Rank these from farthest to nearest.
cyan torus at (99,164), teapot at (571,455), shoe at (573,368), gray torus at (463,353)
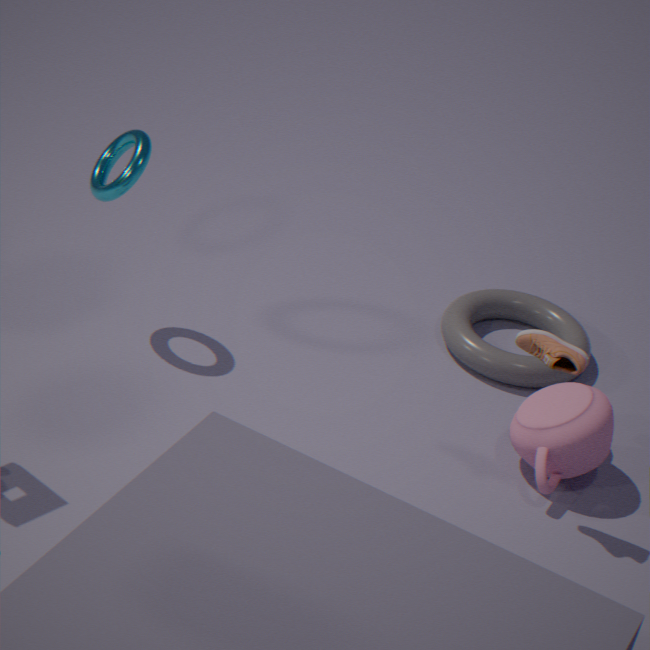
gray torus at (463,353)
cyan torus at (99,164)
teapot at (571,455)
shoe at (573,368)
